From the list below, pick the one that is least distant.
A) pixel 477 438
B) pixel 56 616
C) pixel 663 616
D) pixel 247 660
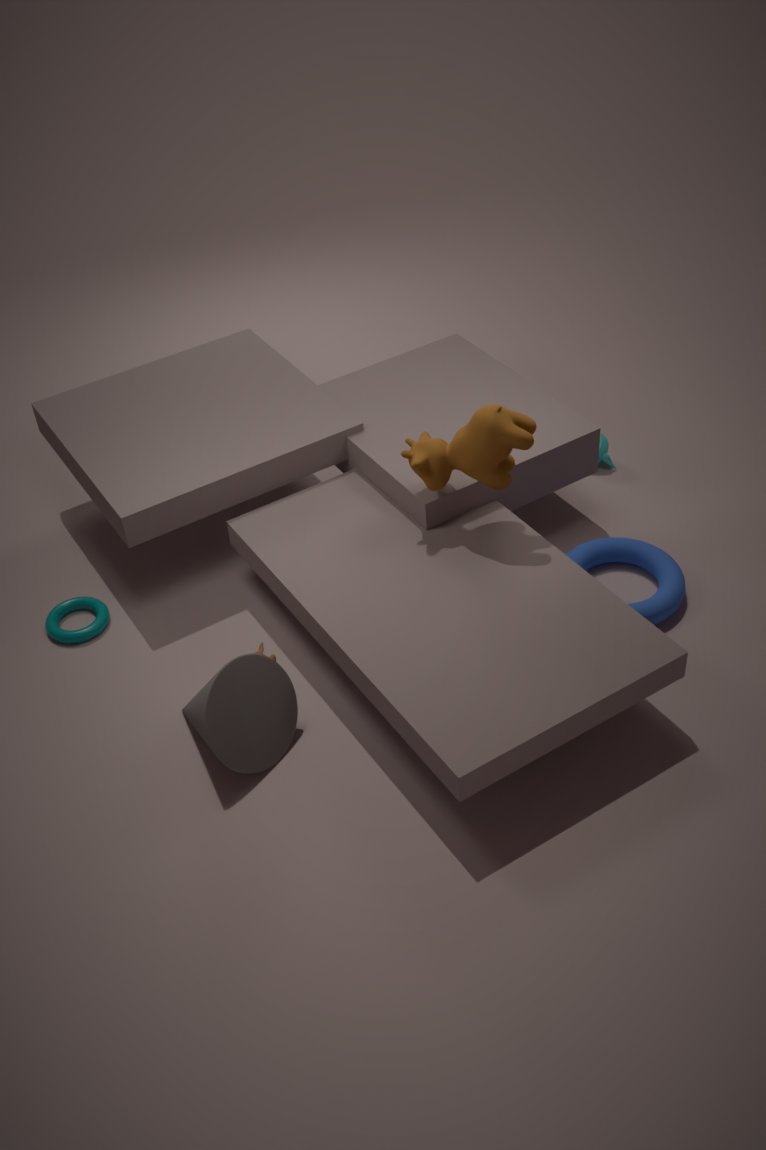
pixel 247 660
